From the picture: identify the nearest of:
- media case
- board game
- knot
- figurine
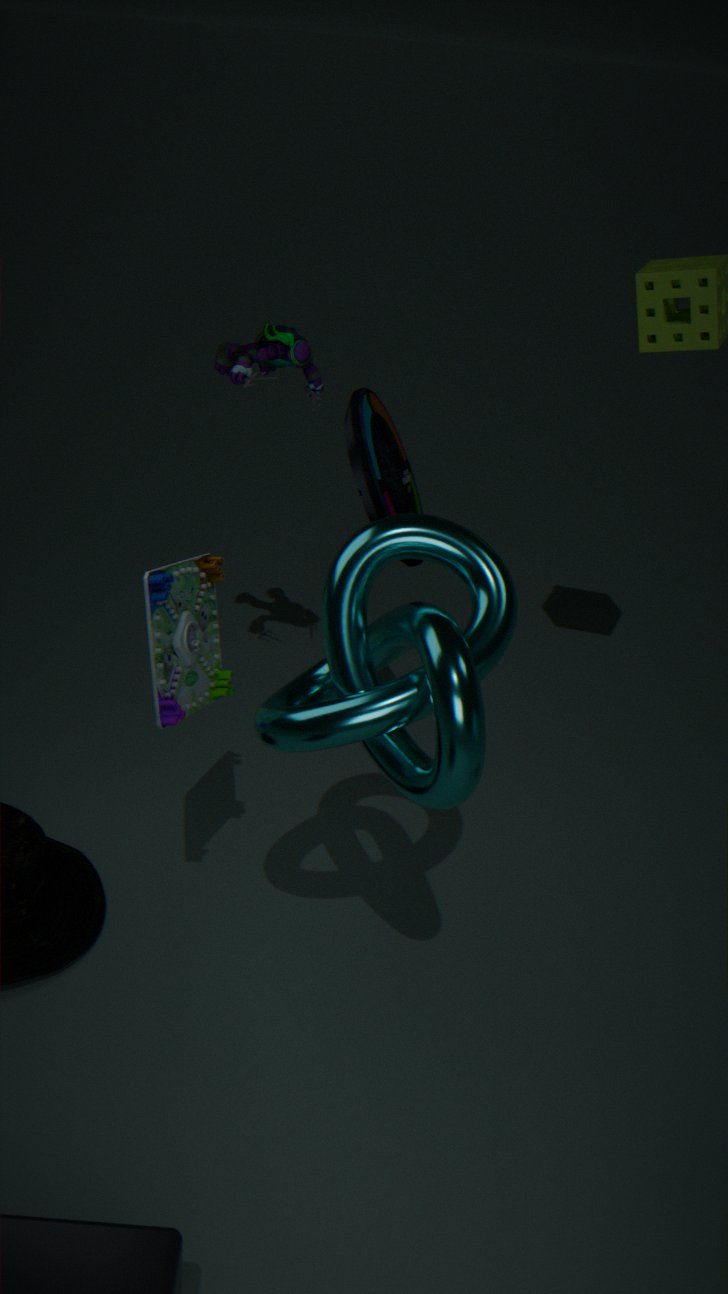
knot
